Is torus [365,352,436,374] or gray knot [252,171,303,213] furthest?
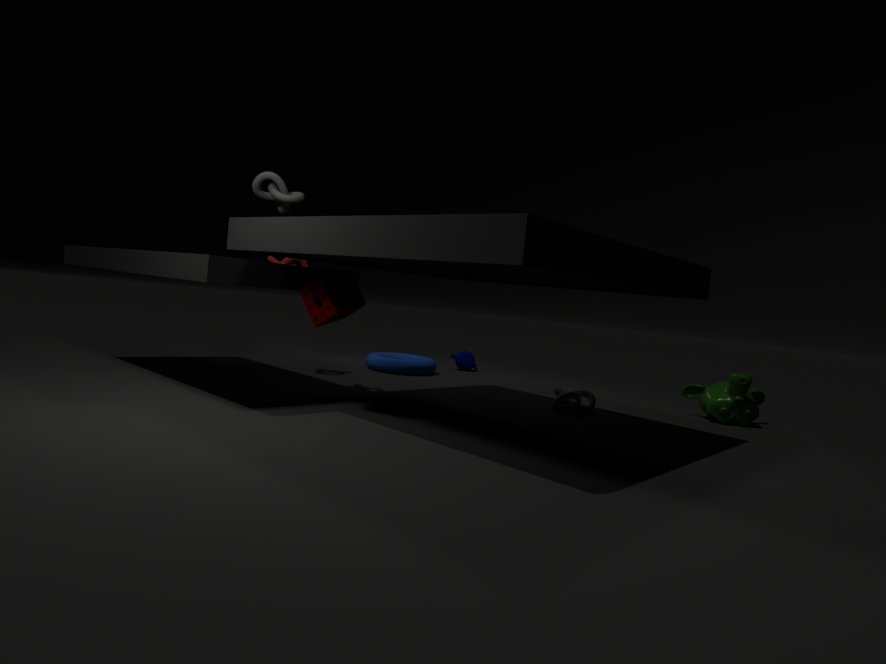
torus [365,352,436,374]
